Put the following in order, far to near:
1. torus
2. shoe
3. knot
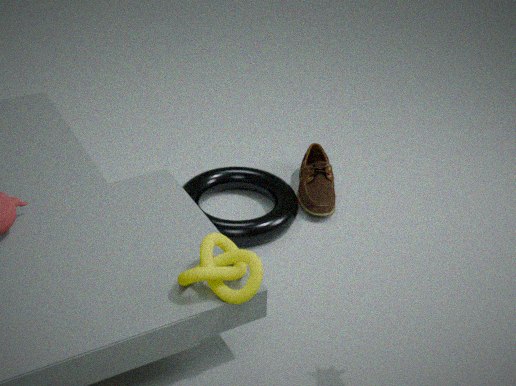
1. shoe
2. torus
3. knot
